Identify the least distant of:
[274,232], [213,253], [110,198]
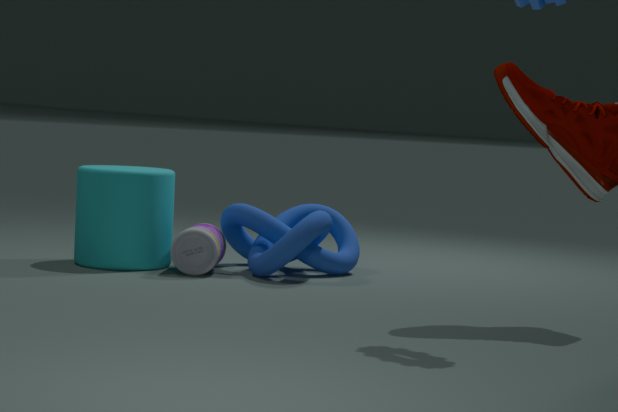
[213,253]
